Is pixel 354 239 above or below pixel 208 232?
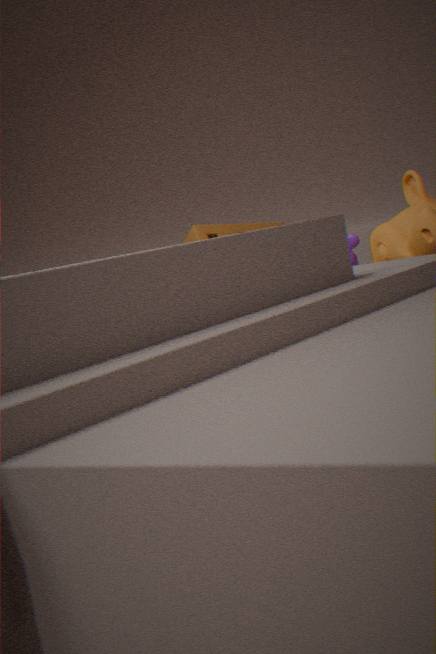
above
